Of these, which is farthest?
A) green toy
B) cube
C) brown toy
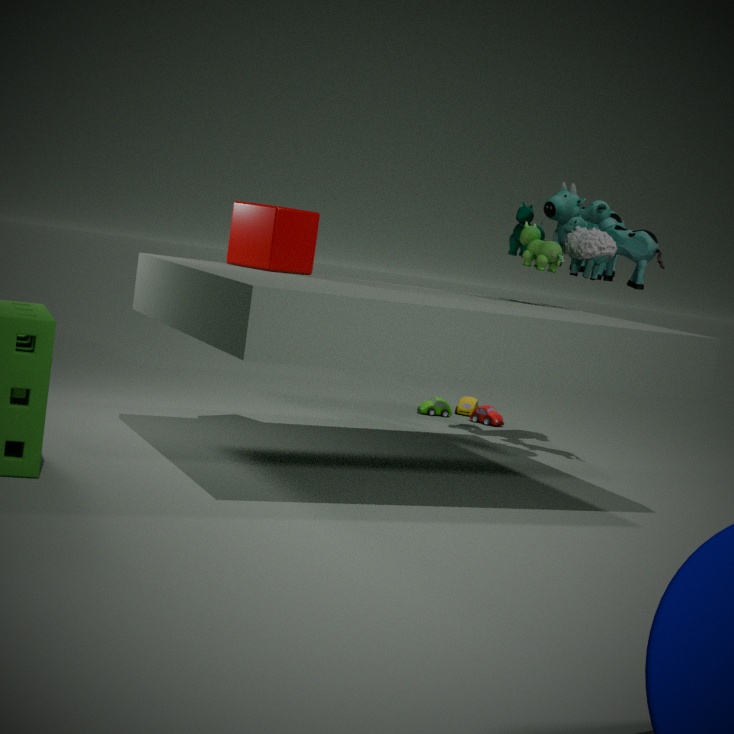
brown toy
